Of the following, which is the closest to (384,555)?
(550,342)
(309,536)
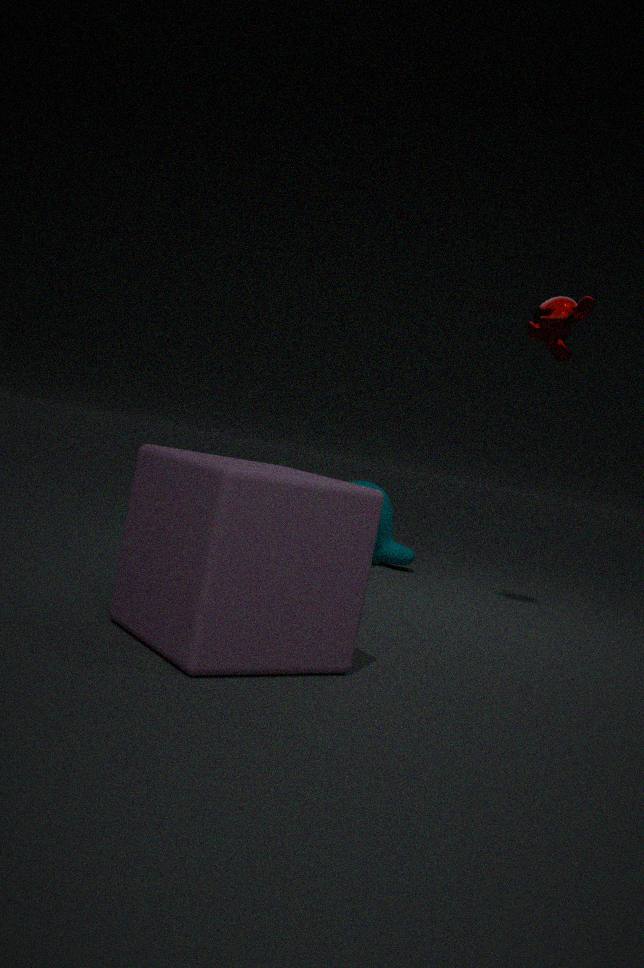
(550,342)
